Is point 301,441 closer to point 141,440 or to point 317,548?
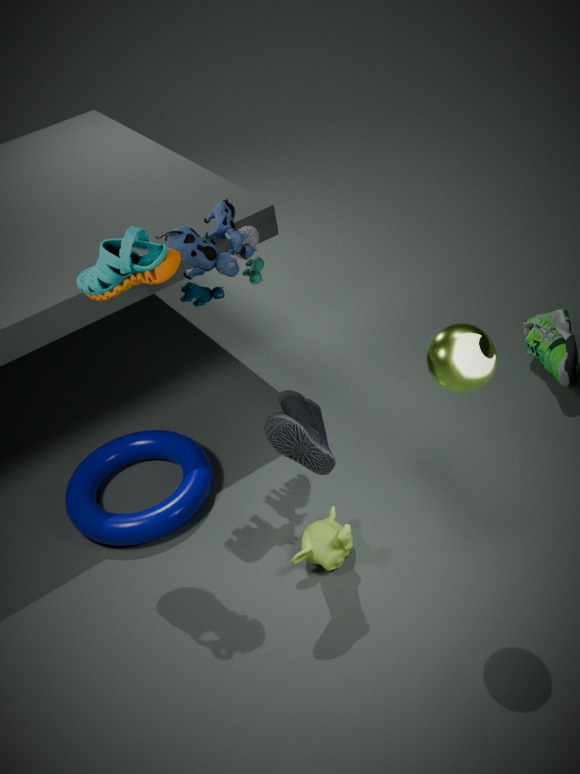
point 317,548
